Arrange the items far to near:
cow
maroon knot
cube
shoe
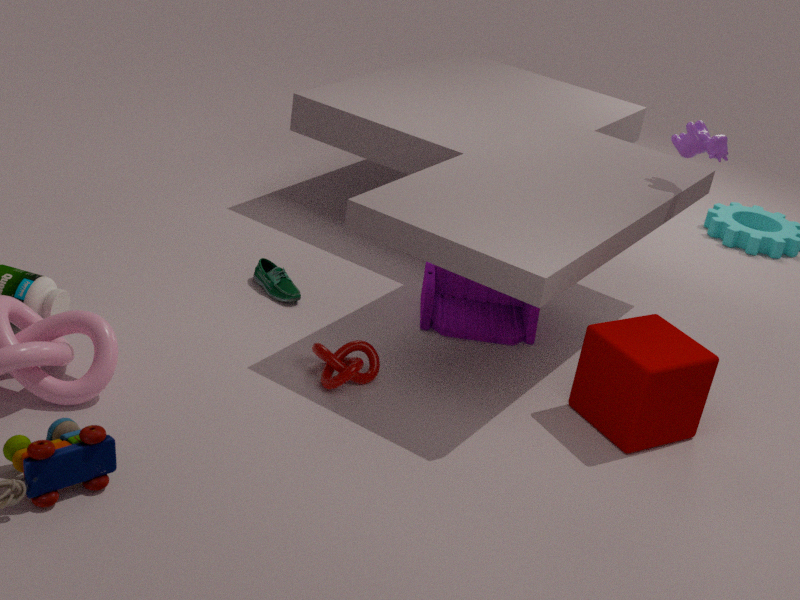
shoe, cow, maroon knot, cube
